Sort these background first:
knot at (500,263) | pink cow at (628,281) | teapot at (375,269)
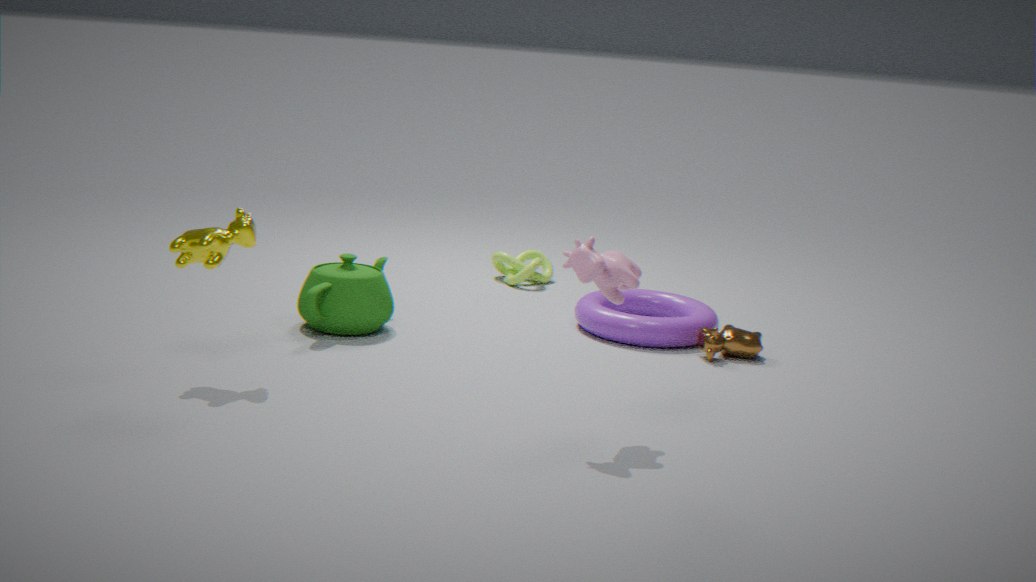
knot at (500,263)
teapot at (375,269)
pink cow at (628,281)
